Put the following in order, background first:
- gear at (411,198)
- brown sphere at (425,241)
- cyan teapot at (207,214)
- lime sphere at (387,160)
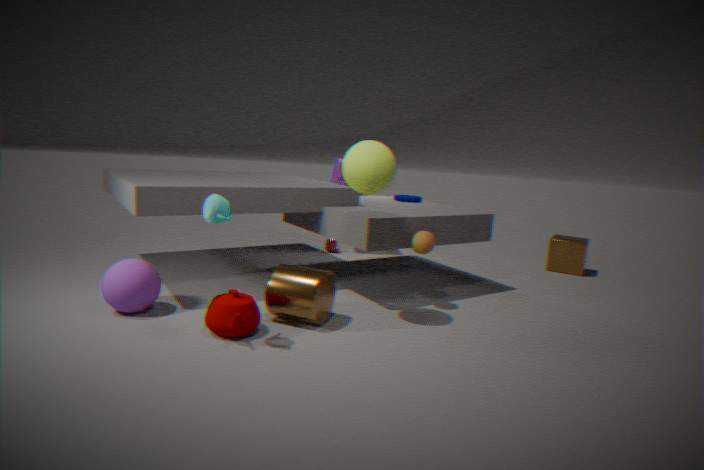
1. gear at (411,198)
2. brown sphere at (425,241)
3. lime sphere at (387,160)
4. cyan teapot at (207,214)
